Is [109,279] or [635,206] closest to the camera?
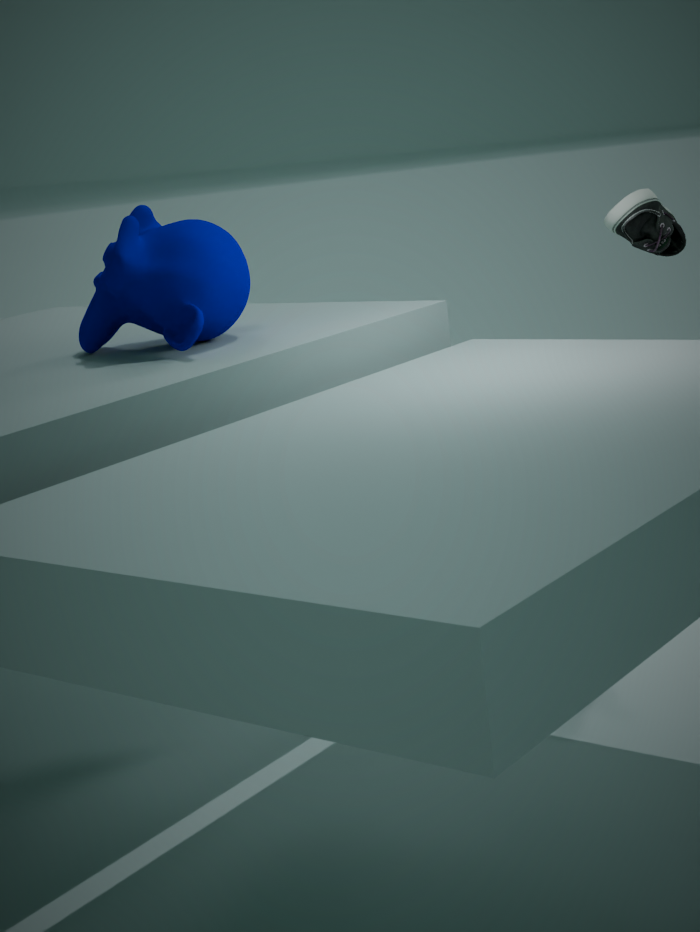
[109,279]
